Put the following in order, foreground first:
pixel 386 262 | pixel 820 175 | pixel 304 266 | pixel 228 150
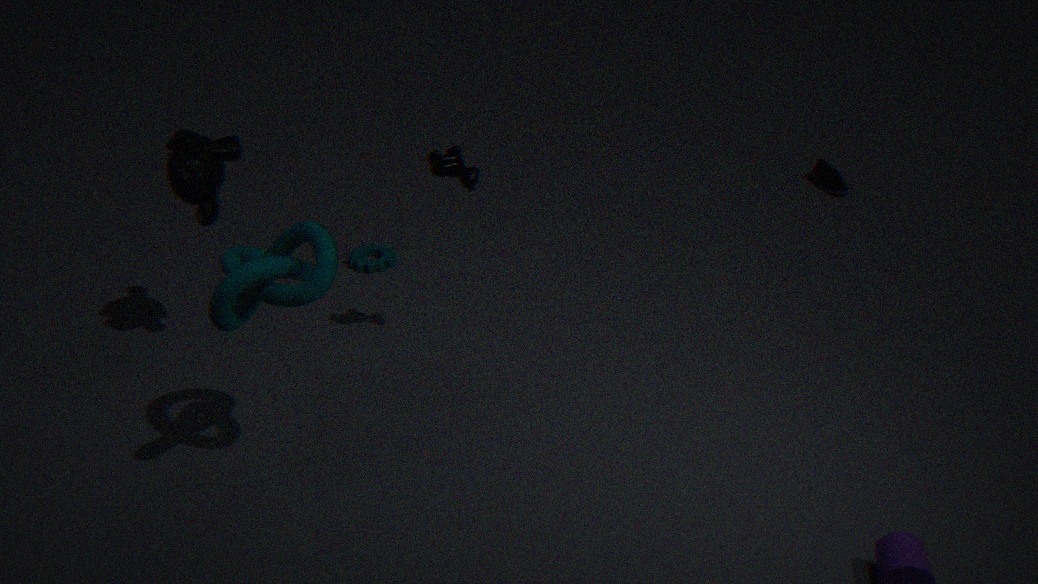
pixel 304 266 < pixel 228 150 < pixel 386 262 < pixel 820 175
